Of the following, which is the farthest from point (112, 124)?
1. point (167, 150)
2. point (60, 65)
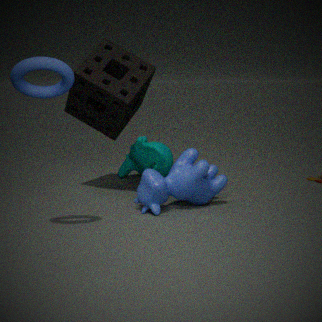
point (60, 65)
